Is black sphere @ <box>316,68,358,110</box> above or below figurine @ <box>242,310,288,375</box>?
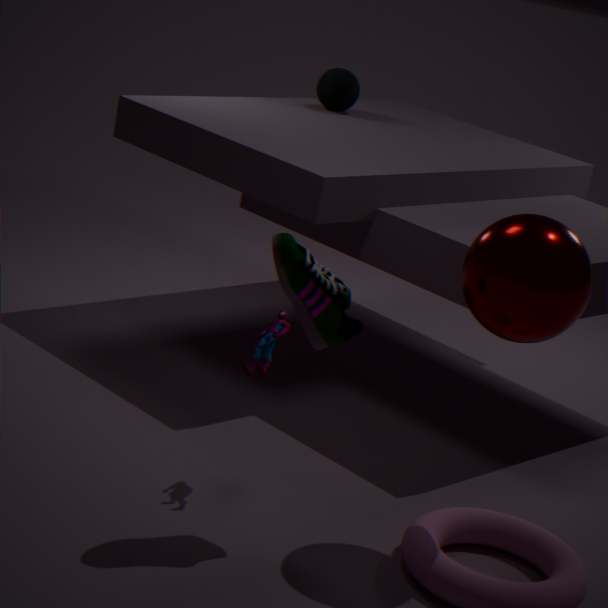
above
